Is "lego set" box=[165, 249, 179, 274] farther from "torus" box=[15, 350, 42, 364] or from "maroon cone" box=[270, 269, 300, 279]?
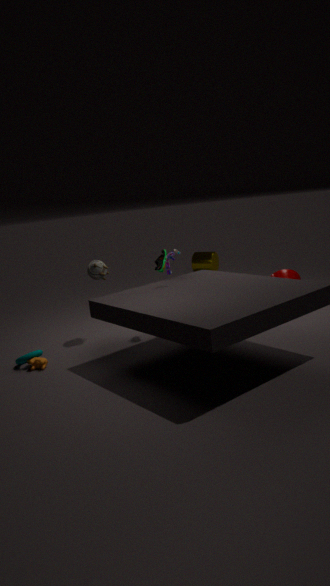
"maroon cone" box=[270, 269, 300, 279]
